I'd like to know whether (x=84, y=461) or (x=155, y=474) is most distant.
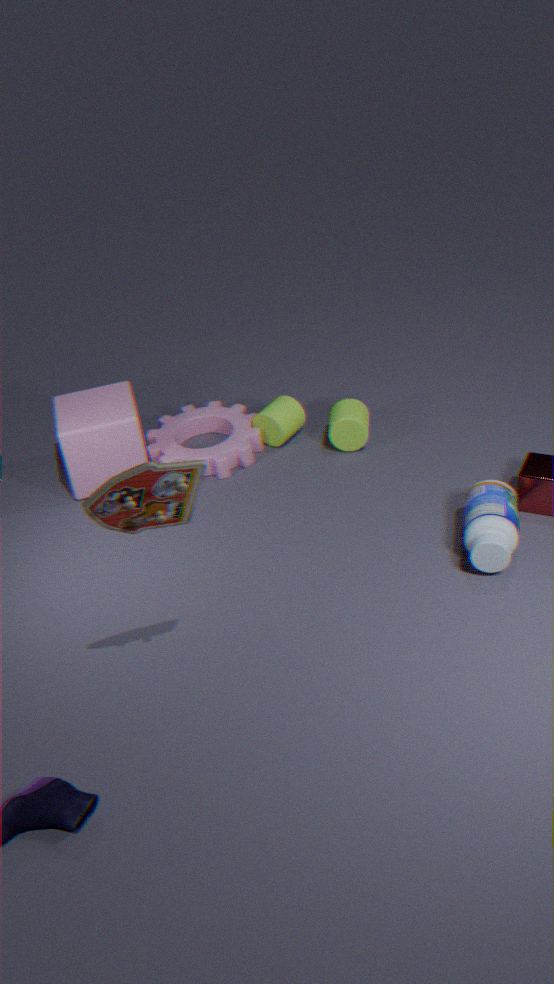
(x=84, y=461)
